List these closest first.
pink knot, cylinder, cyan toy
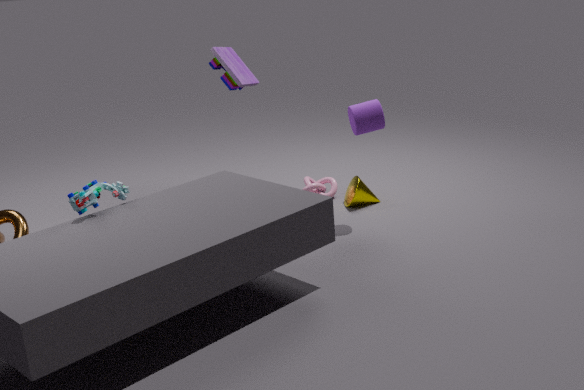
cyan toy < cylinder < pink knot
